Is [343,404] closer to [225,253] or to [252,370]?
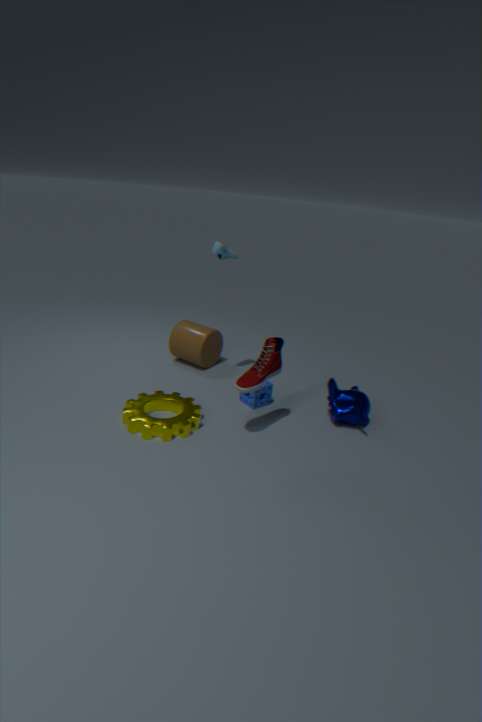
[252,370]
